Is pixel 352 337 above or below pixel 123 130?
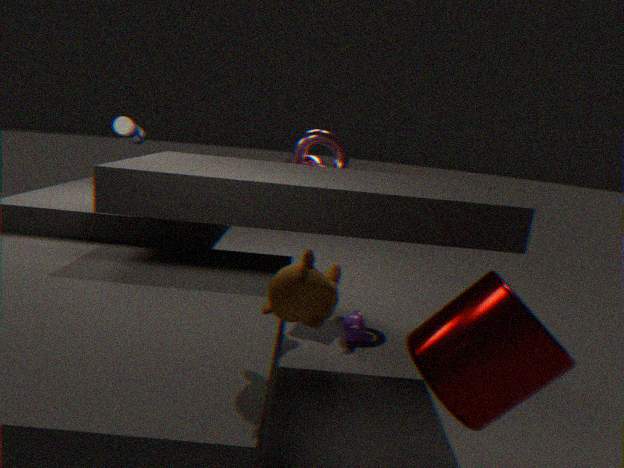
below
